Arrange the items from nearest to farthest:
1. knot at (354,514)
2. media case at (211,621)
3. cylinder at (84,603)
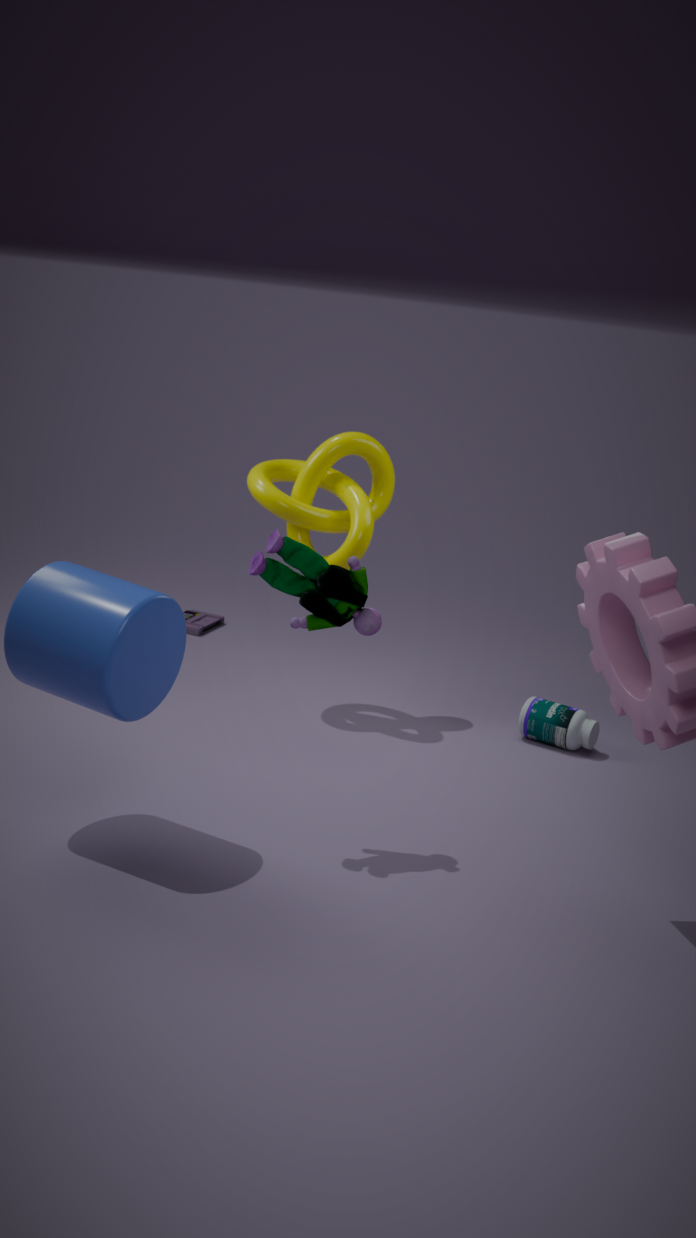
cylinder at (84,603), knot at (354,514), media case at (211,621)
